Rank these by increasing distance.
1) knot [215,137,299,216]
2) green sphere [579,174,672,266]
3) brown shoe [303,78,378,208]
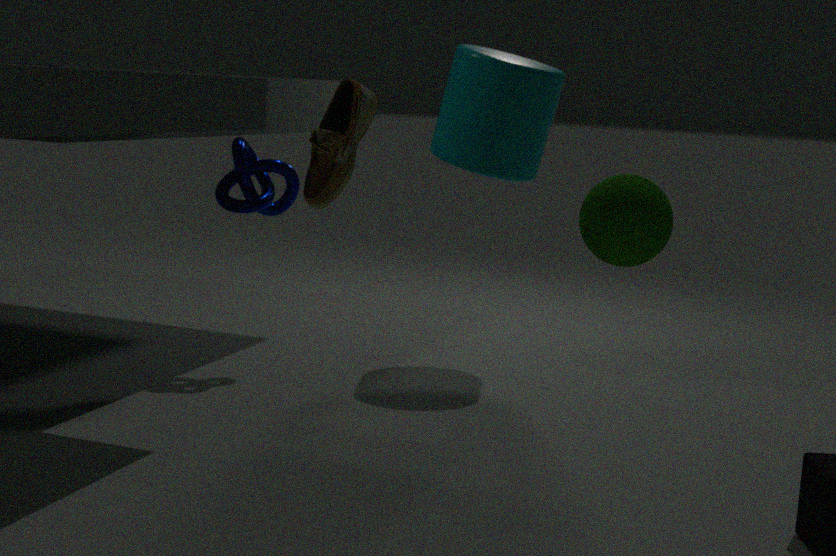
3. brown shoe [303,78,378,208] < 2. green sphere [579,174,672,266] < 1. knot [215,137,299,216]
